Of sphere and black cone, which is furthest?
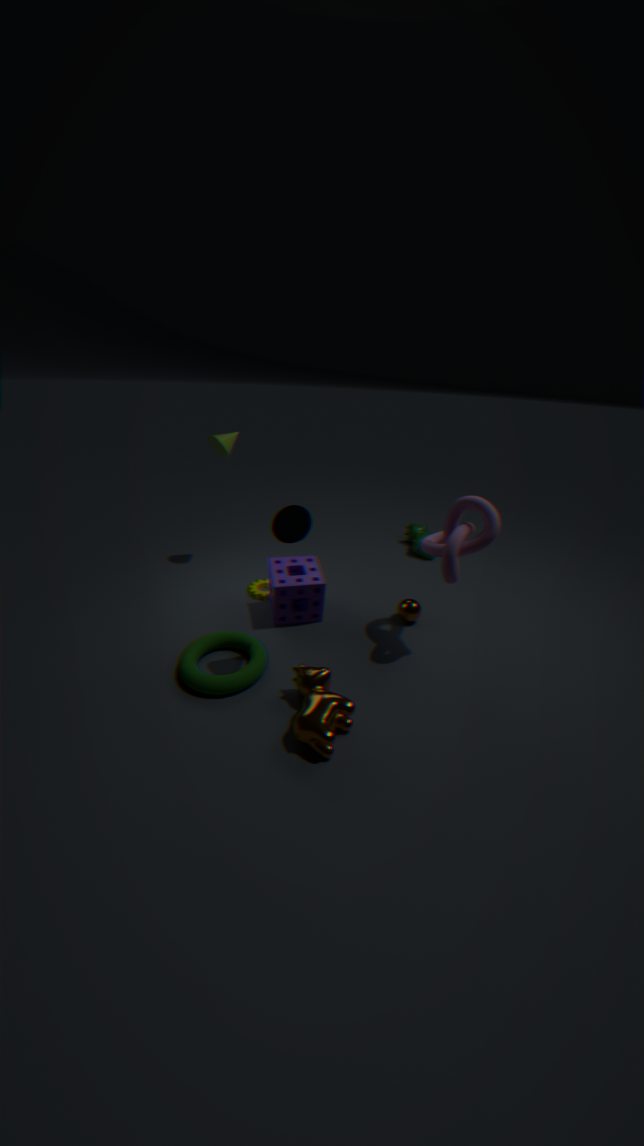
sphere
